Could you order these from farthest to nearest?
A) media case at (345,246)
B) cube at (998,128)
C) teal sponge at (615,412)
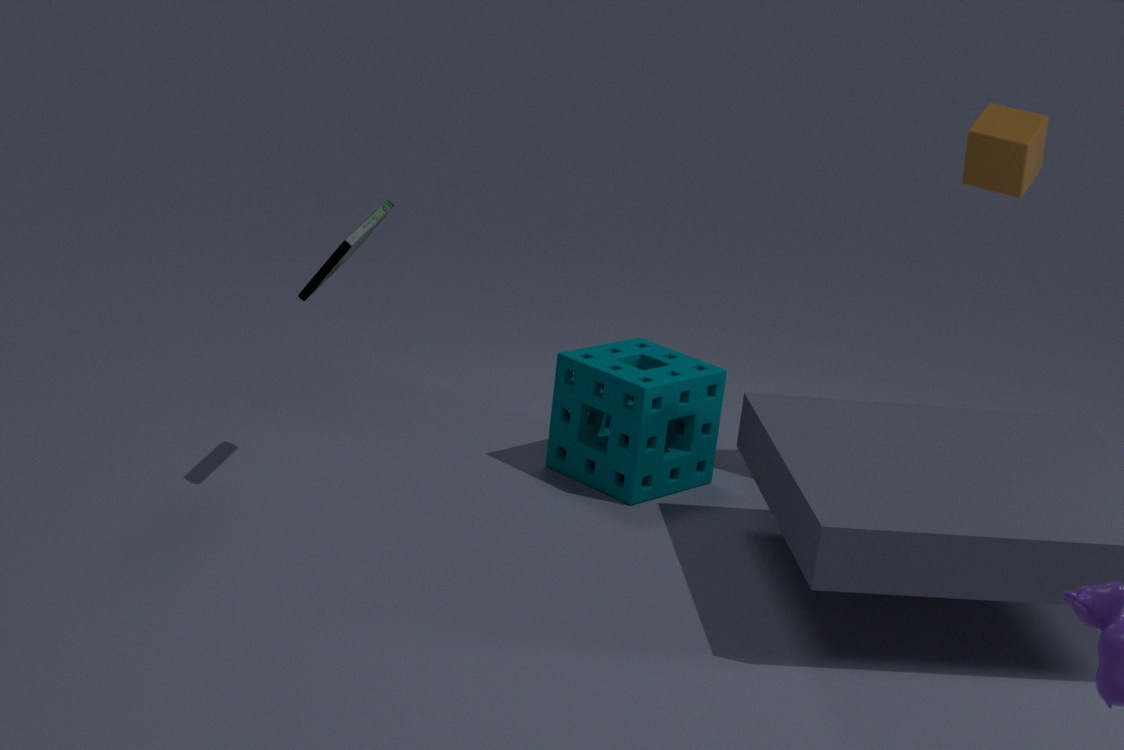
teal sponge at (615,412)
cube at (998,128)
media case at (345,246)
